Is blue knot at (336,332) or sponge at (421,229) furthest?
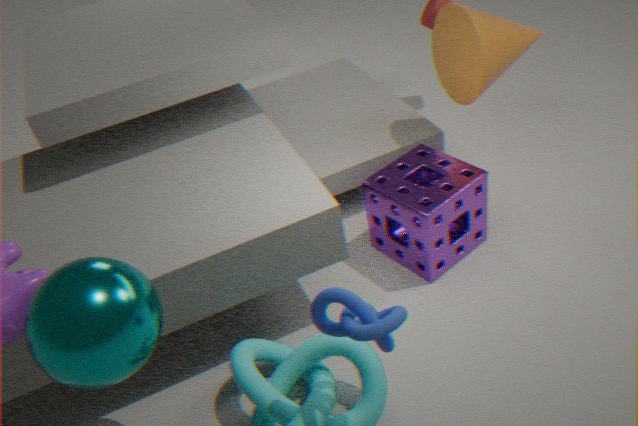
sponge at (421,229)
